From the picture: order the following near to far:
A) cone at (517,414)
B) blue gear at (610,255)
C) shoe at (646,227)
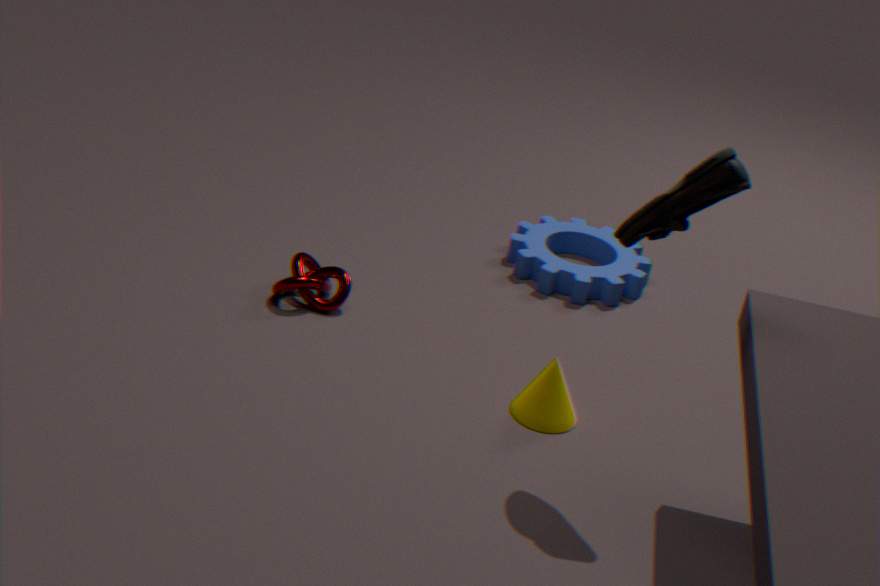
shoe at (646,227), cone at (517,414), blue gear at (610,255)
